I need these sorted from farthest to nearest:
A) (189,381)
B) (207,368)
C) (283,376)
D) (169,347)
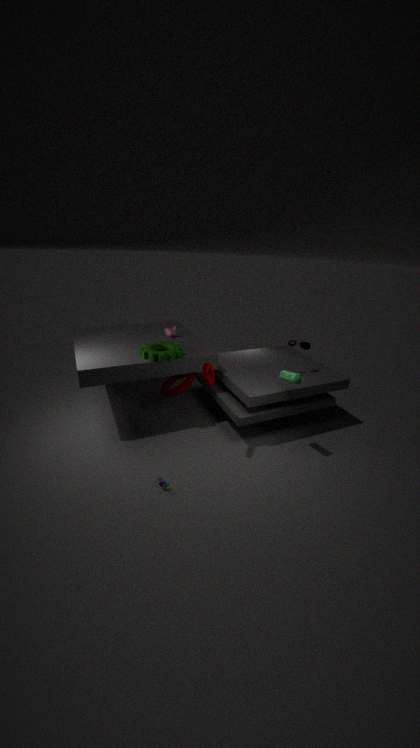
(189,381) → (169,347) → (283,376) → (207,368)
